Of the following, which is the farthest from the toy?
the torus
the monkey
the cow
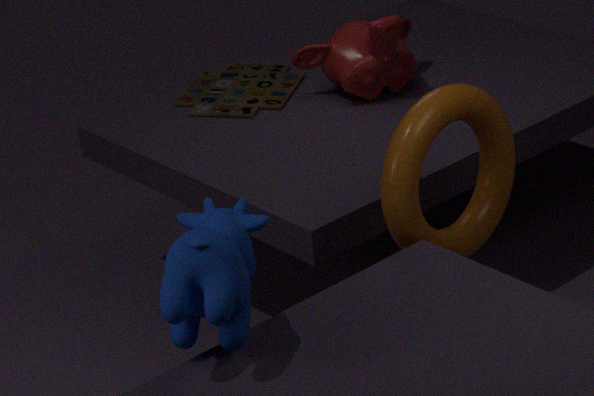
the cow
